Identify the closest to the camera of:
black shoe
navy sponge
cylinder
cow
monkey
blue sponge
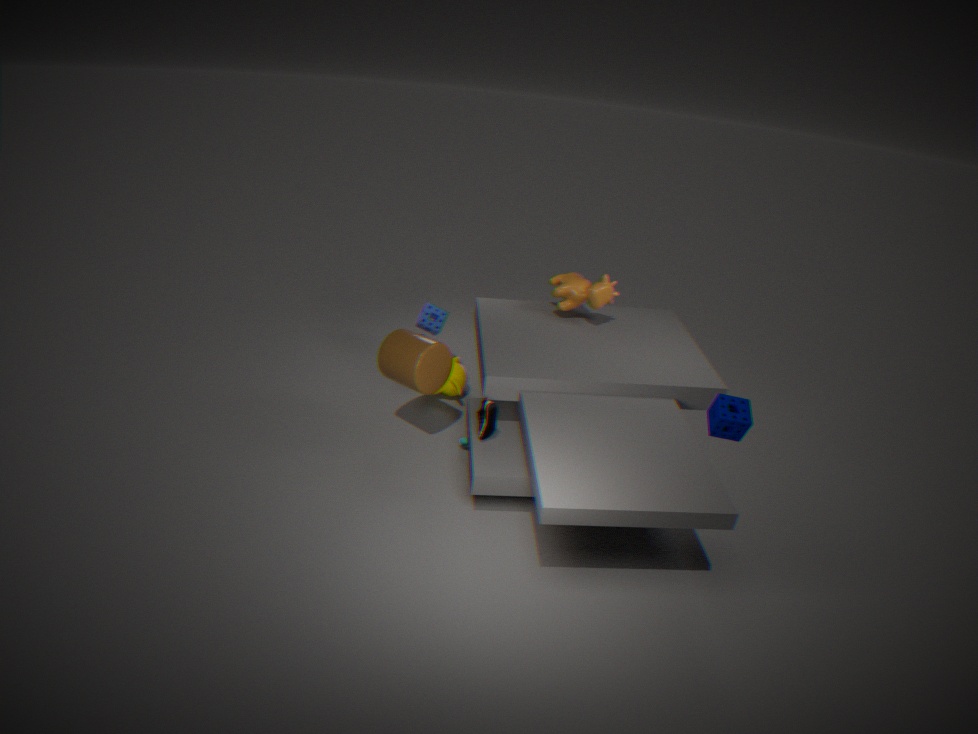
navy sponge
